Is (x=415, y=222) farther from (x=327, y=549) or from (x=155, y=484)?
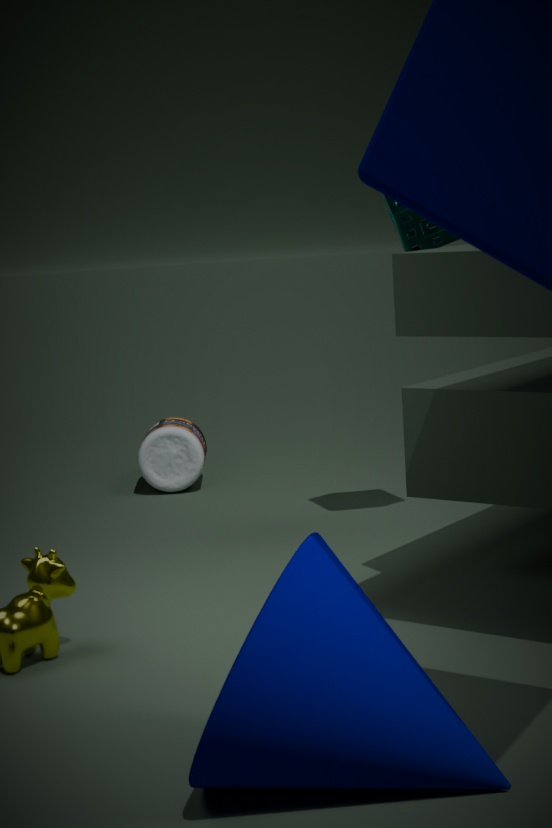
(x=327, y=549)
